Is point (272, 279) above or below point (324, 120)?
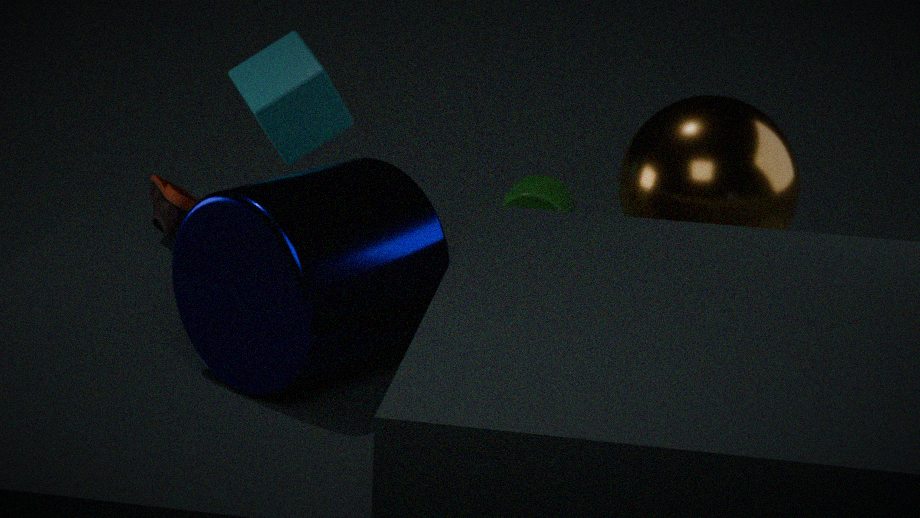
below
